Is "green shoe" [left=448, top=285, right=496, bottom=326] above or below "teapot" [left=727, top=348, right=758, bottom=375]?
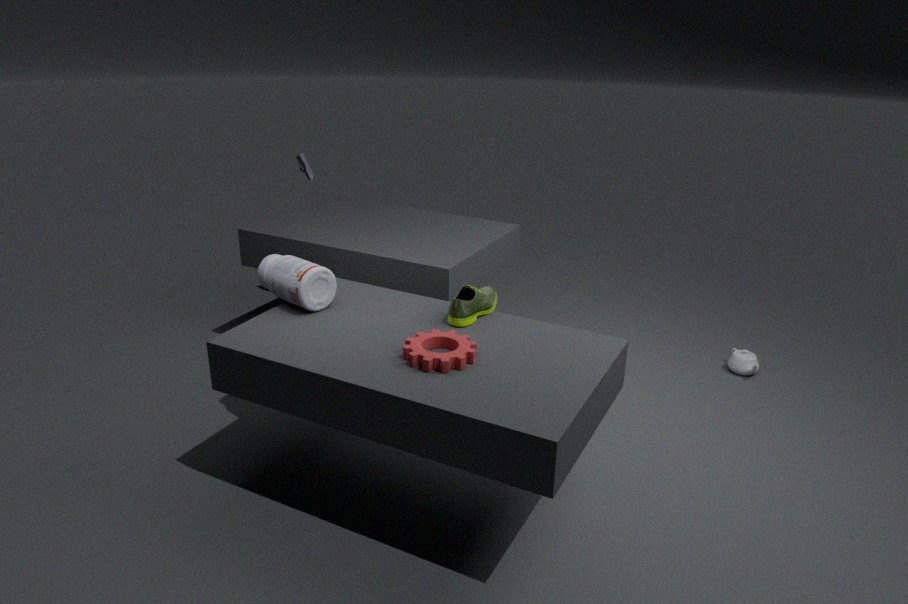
above
